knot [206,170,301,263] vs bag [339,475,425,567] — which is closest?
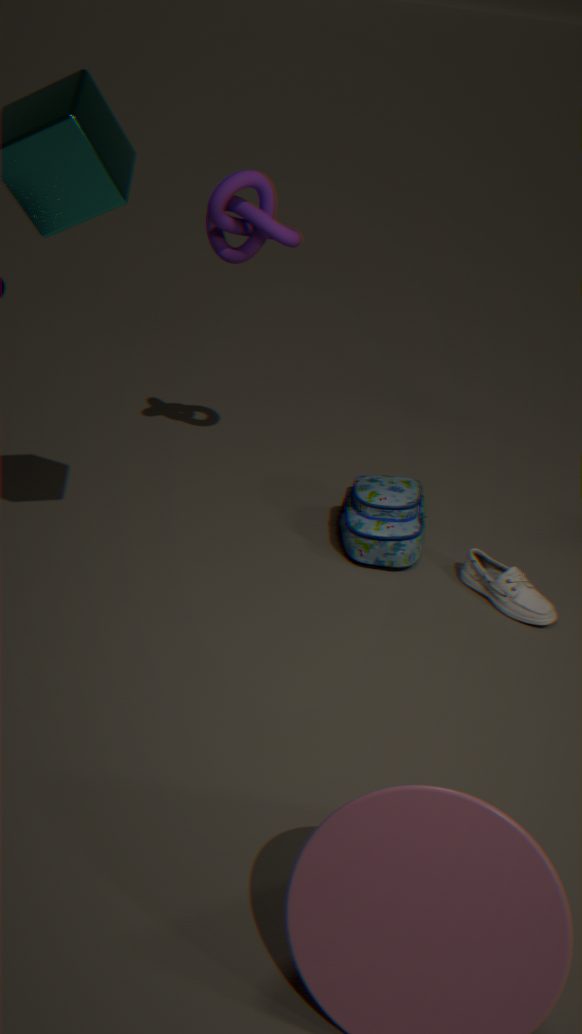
knot [206,170,301,263]
